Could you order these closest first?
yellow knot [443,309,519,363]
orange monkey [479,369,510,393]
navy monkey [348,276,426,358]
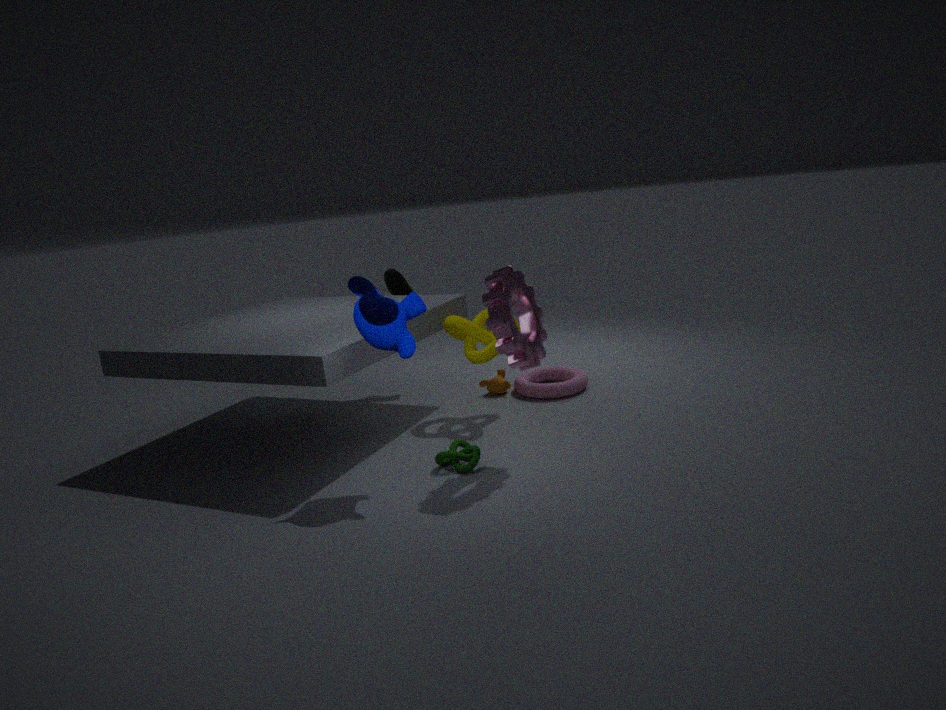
navy monkey [348,276,426,358]
yellow knot [443,309,519,363]
orange monkey [479,369,510,393]
